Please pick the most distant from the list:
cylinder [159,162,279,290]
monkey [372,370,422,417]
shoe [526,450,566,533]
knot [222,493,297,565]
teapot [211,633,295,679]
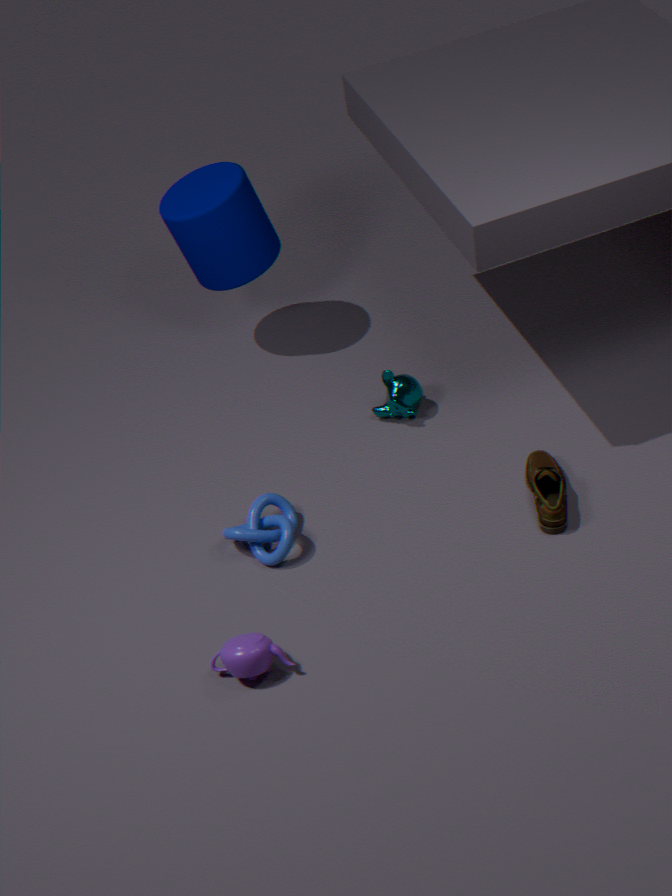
cylinder [159,162,279,290]
